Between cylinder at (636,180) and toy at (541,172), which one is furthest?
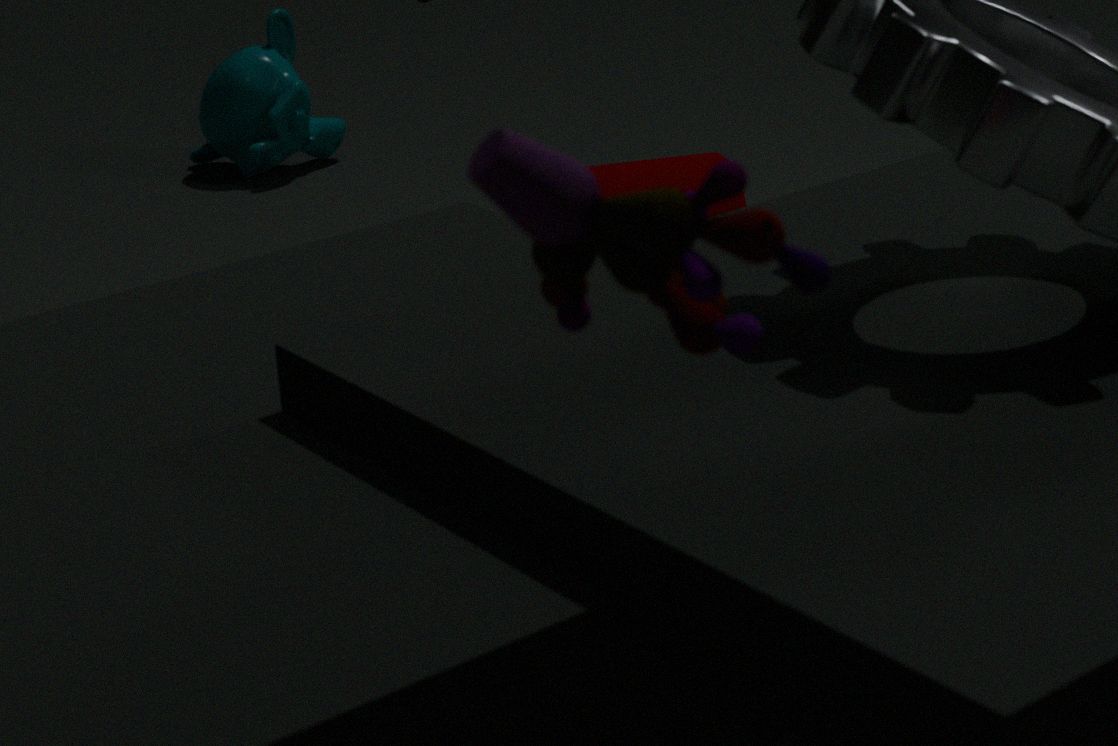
cylinder at (636,180)
